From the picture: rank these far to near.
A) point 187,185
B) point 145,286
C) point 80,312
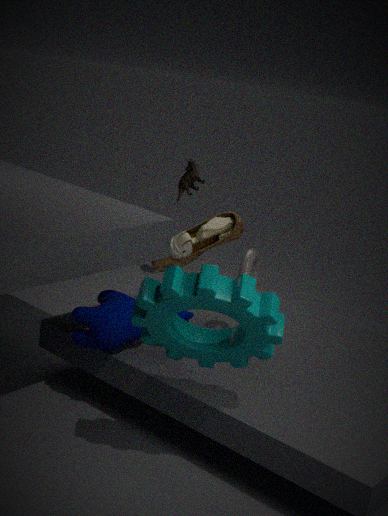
point 187,185
point 80,312
point 145,286
